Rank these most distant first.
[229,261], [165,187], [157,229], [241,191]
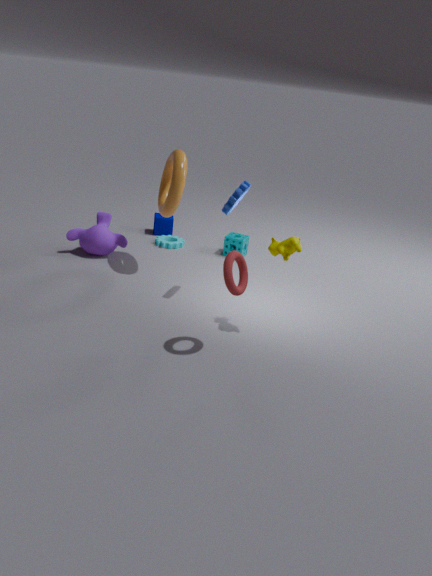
[157,229], [165,187], [241,191], [229,261]
